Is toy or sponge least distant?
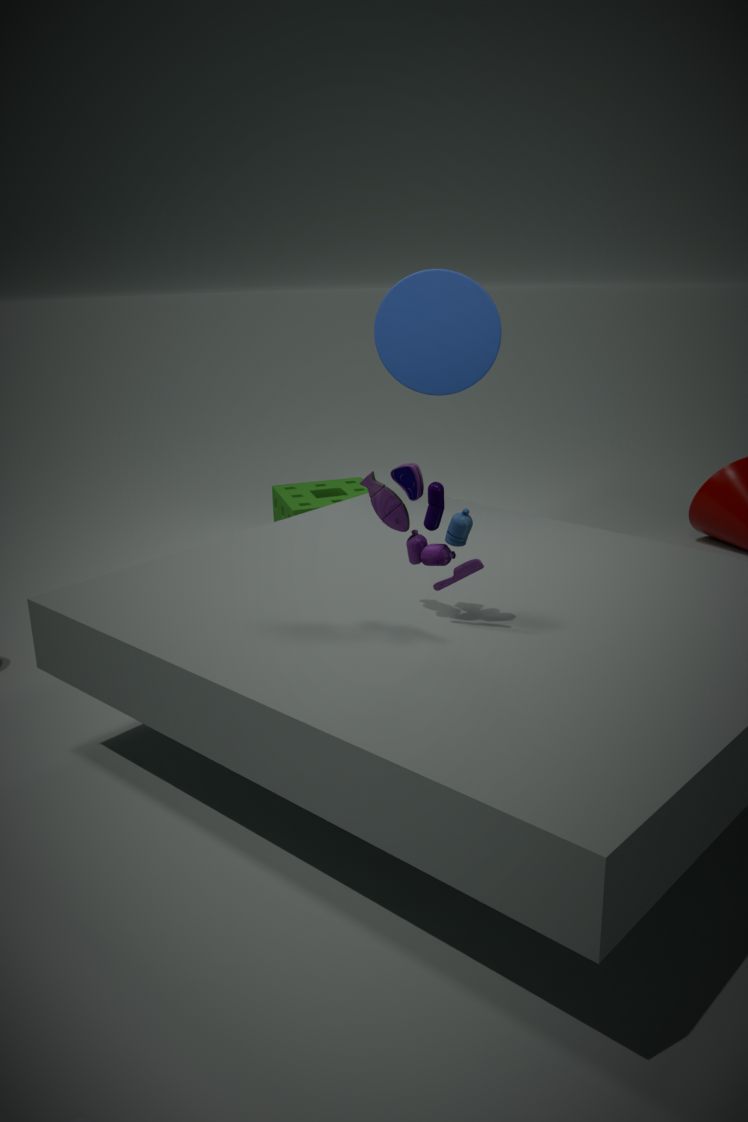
toy
